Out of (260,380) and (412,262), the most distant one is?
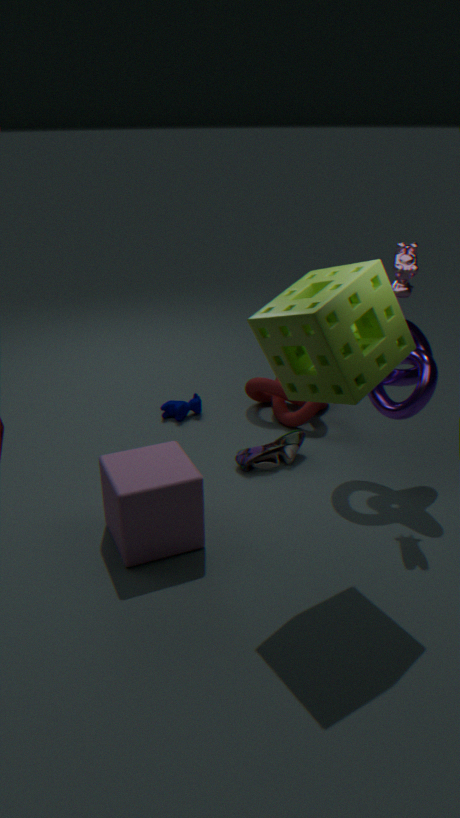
(260,380)
